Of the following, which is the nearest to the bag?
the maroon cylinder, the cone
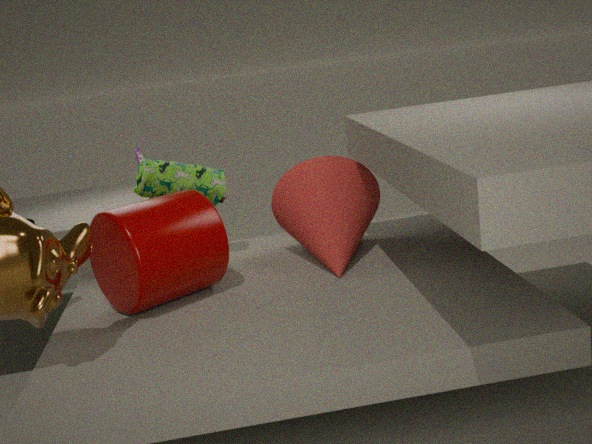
Answer: the maroon cylinder
